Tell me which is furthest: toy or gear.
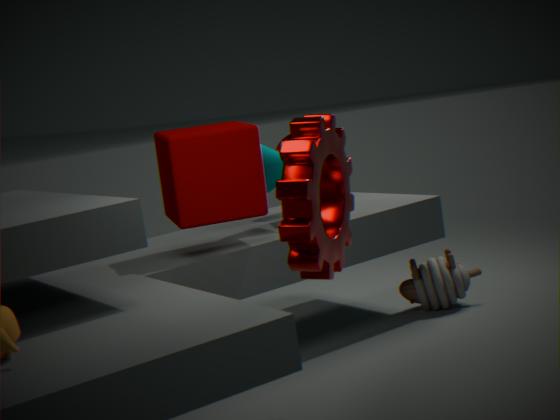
toy
